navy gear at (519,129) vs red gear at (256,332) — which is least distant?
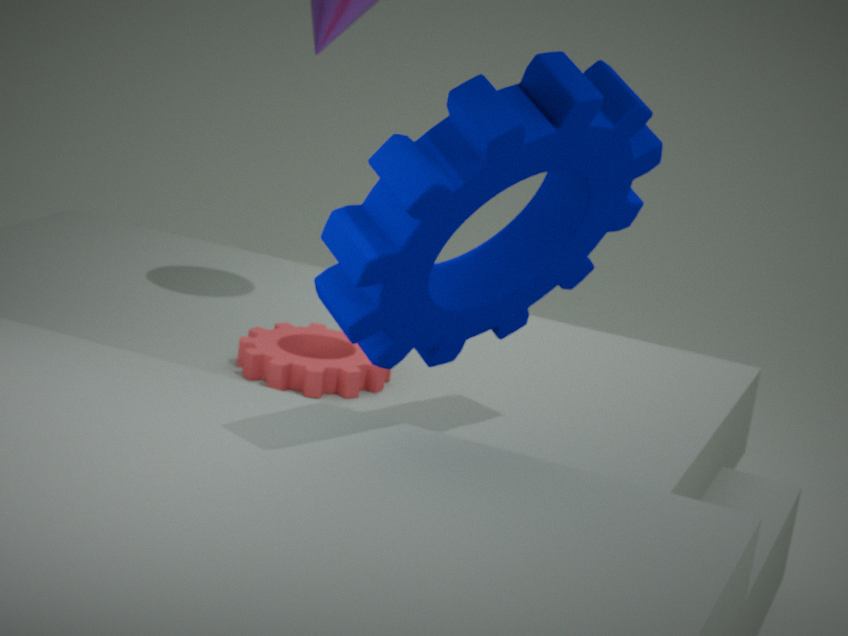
navy gear at (519,129)
